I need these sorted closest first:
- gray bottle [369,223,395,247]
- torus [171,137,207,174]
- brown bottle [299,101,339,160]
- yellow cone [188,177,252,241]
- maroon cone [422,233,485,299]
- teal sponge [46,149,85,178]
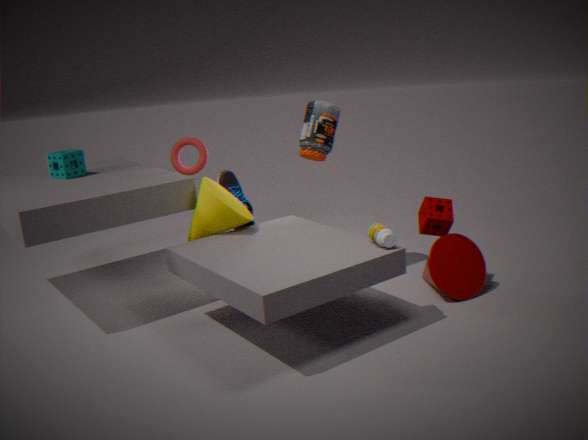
gray bottle [369,223,395,247], maroon cone [422,233,485,299], yellow cone [188,177,252,241], brown bottle [299,101,339,160], torus [171,137,207,174], teal sponge [46,149,85,178]
